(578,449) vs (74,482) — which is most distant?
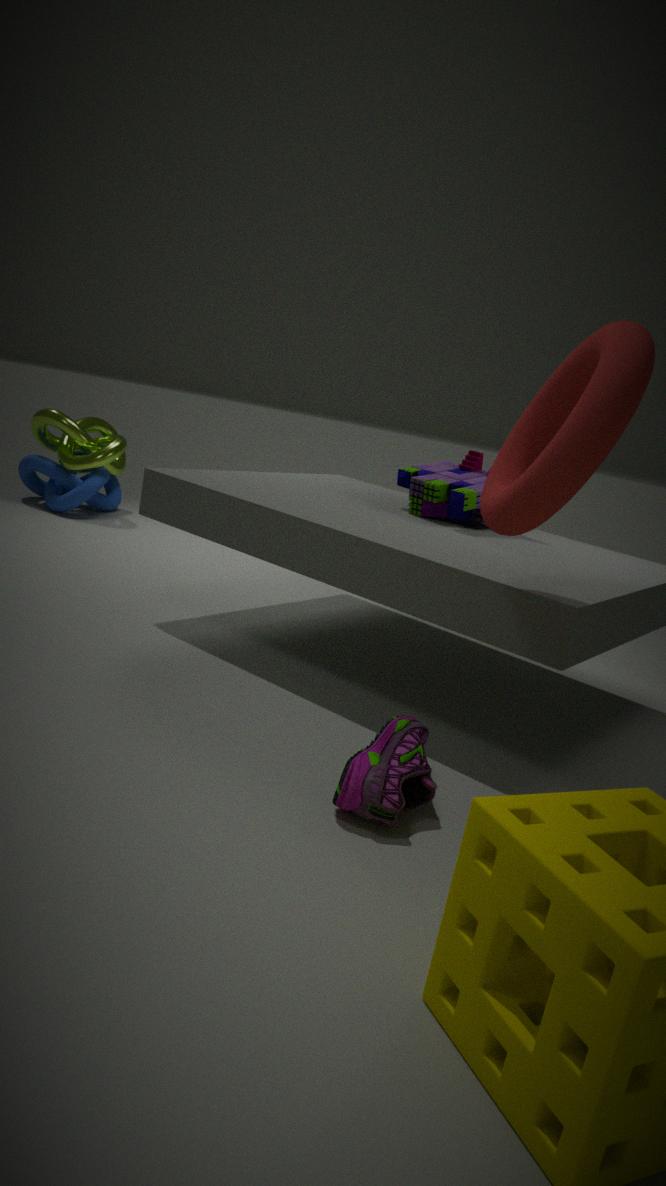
(74,482)
